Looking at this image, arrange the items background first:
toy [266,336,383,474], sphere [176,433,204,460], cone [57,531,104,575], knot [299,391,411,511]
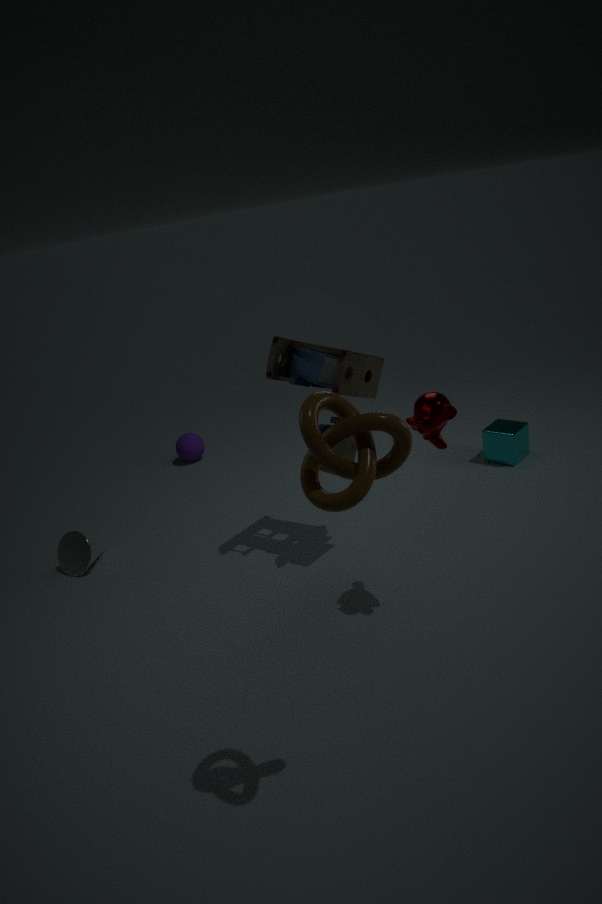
sphere [176,433,204,460] < cone [57,531,104,575] < toy [266,336,383,474] < knot [299,391,411,511]
